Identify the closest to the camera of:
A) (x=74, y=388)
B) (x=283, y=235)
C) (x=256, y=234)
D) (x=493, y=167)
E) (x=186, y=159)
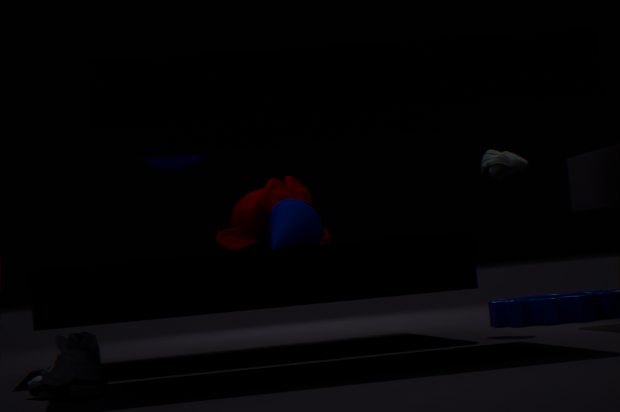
(x=74, y=388)
